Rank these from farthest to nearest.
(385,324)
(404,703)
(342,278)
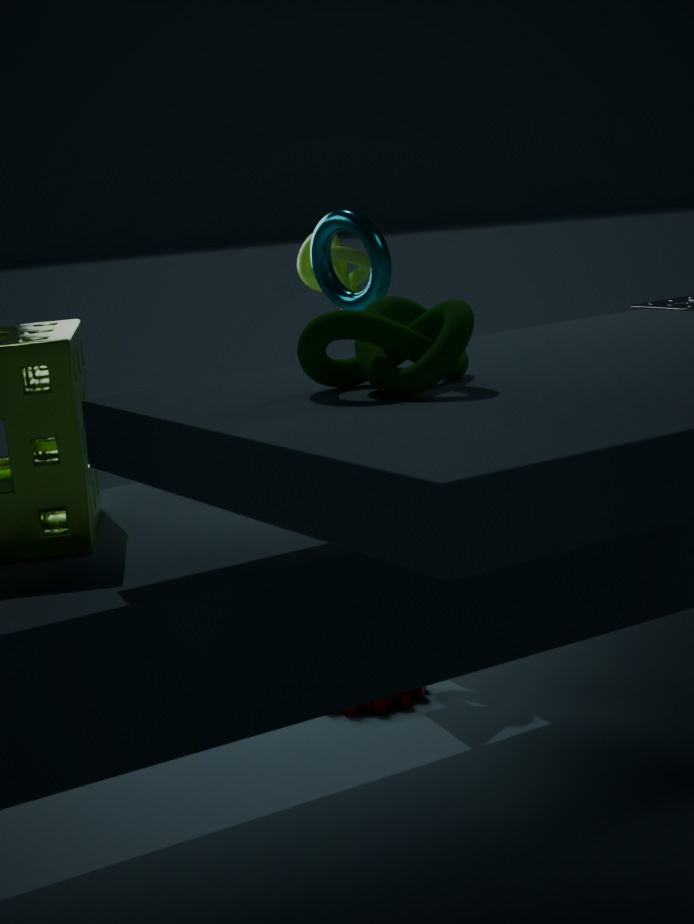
(342,278), (404,703), (385,324)
